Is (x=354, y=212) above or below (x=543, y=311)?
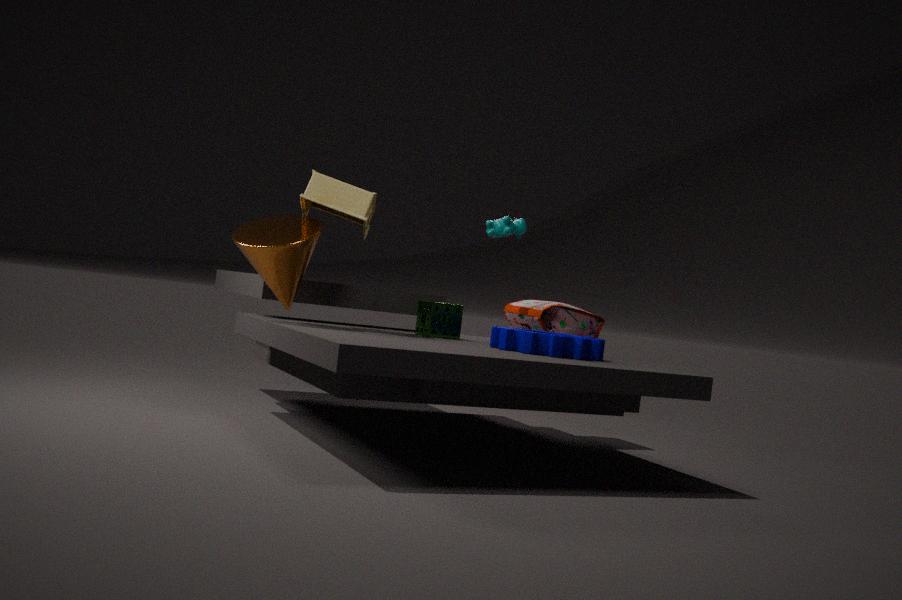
above
